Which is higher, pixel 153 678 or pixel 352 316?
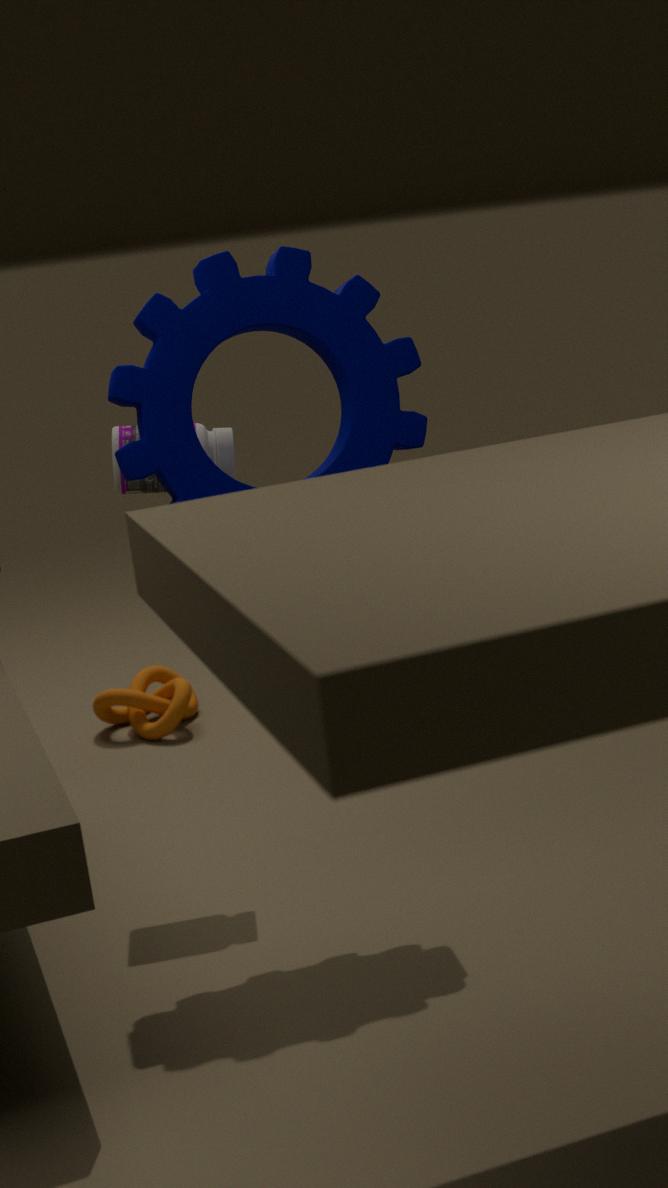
pixel 352 316
